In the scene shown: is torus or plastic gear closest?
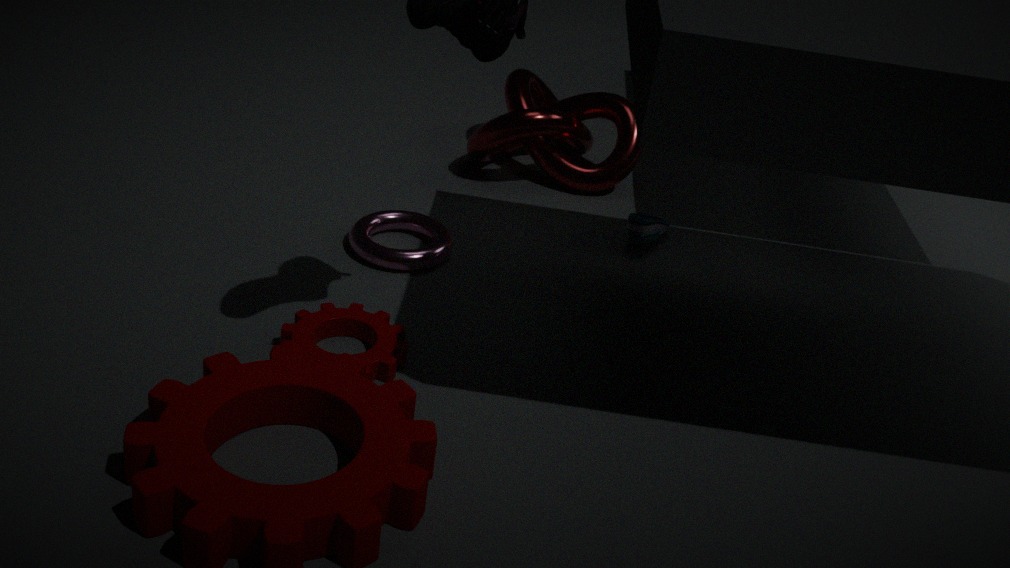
plastic gear
